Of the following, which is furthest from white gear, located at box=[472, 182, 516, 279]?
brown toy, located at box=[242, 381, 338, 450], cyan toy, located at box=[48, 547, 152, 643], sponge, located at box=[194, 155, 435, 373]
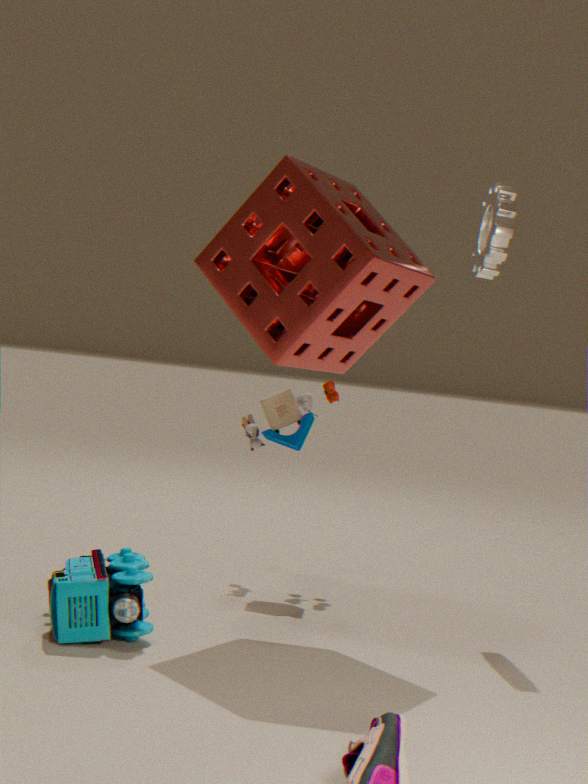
cyan toy, located at box=[48, 547, 152, 643]
